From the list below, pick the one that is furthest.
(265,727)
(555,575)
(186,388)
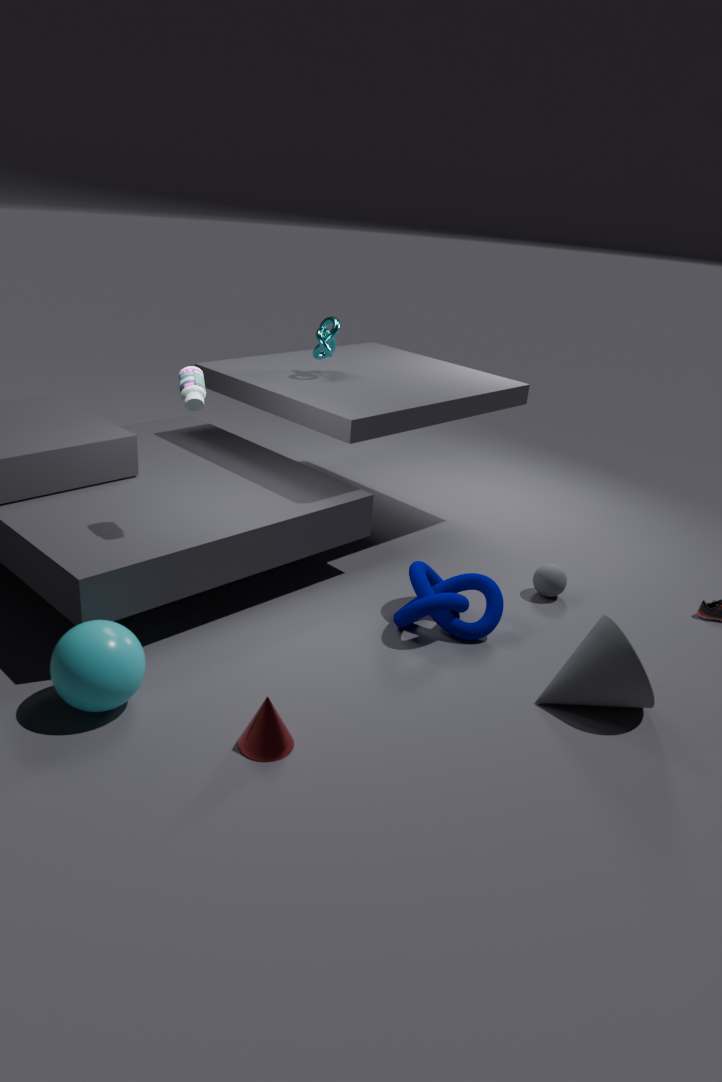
(555,575)
